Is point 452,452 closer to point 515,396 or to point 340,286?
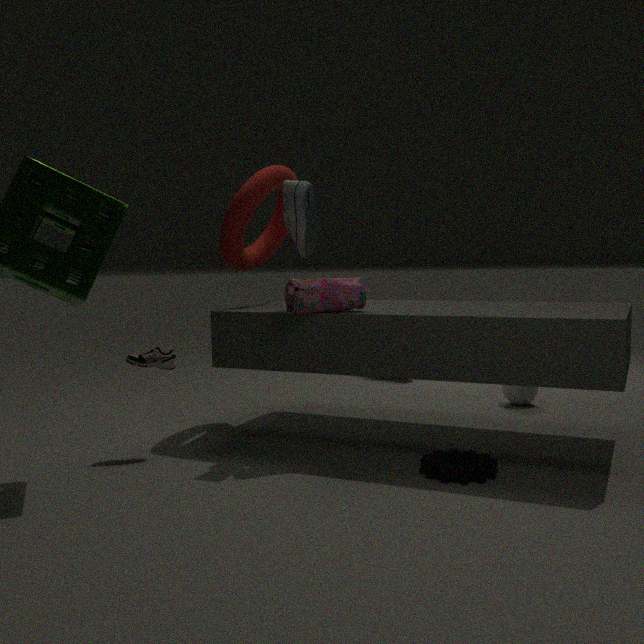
point 340,286
